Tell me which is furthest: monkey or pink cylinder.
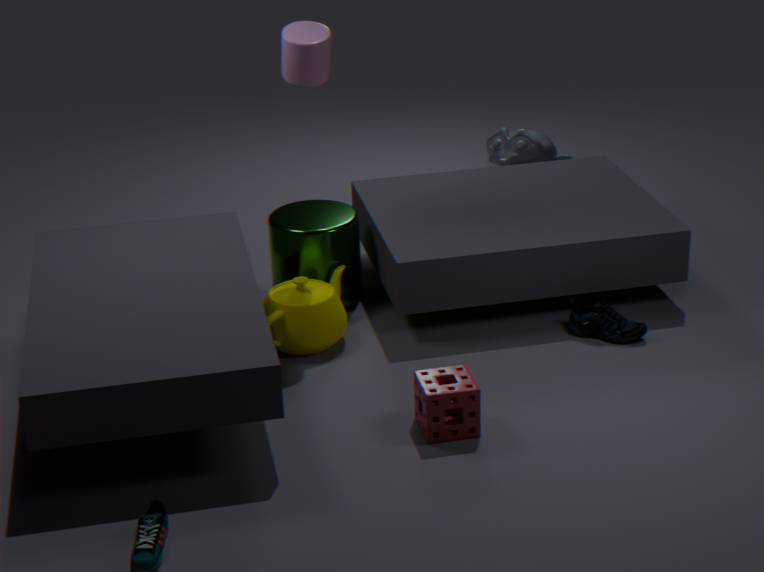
monkey
